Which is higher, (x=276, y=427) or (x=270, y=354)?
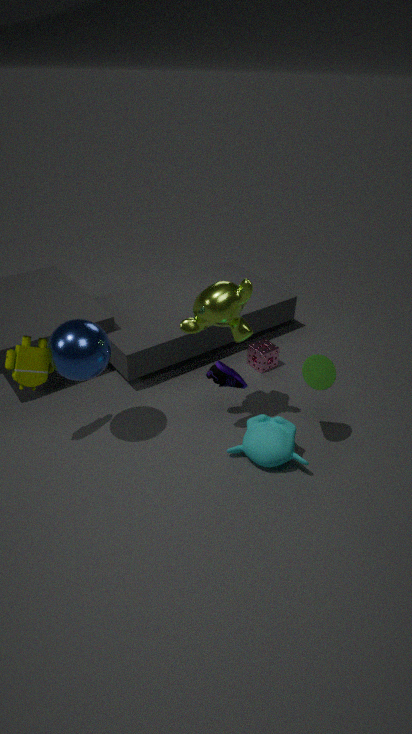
(x=276, y=427)
